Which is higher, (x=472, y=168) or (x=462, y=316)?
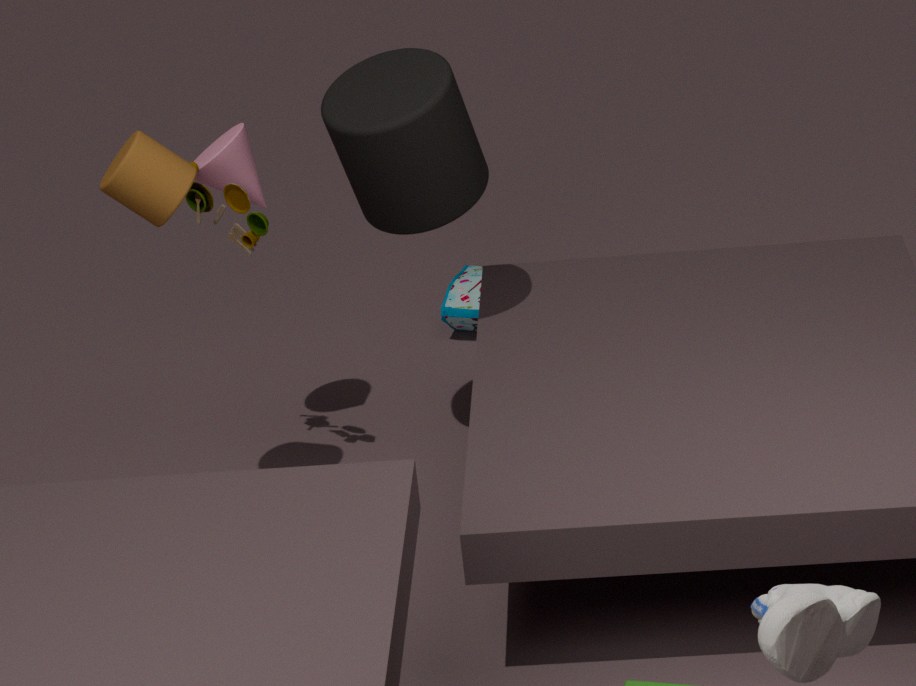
(x=472, y=168)
